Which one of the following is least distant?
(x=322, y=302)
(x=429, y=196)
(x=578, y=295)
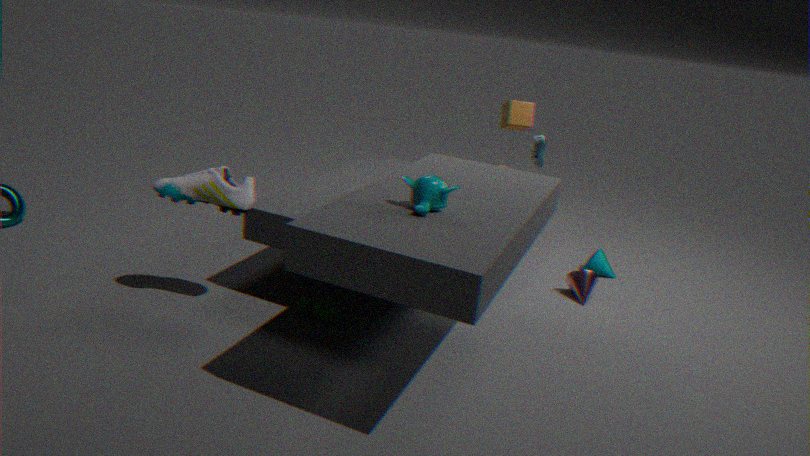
(x=429, y=196)
